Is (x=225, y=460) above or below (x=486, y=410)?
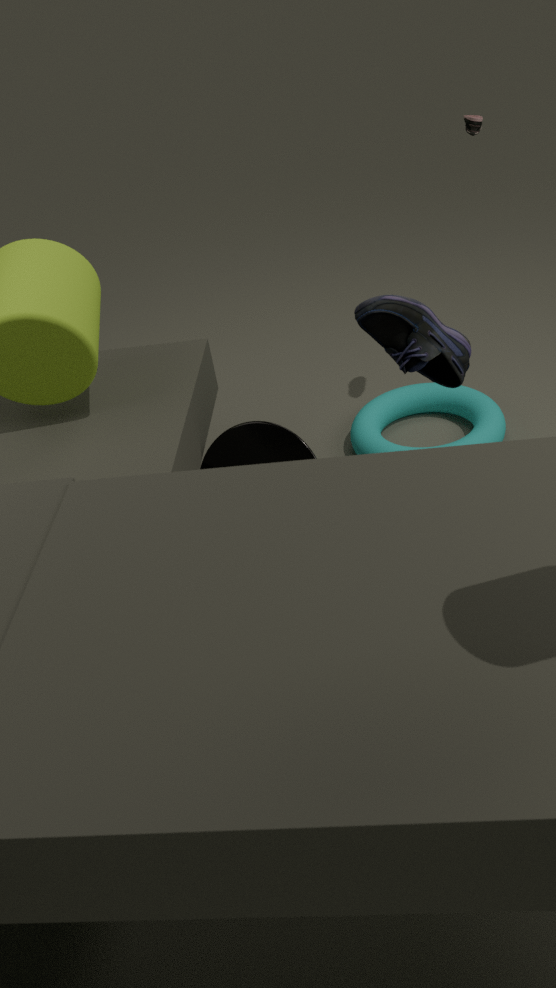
above
